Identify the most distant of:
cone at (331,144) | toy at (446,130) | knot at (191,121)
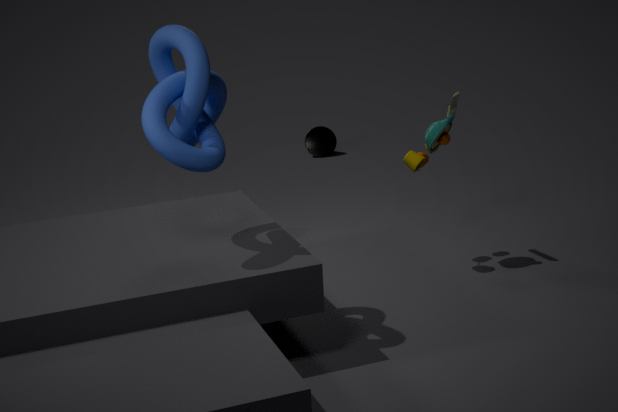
cone at (331,144)
